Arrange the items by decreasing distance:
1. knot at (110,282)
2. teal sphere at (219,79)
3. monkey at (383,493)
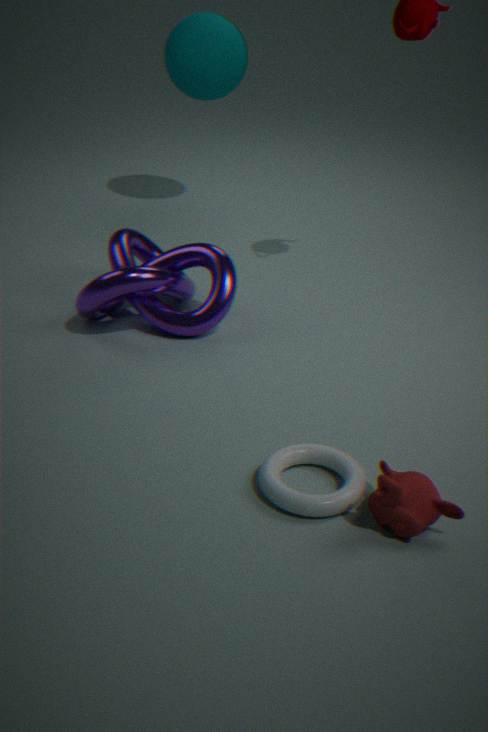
1. teal sphere at (219,79)
2. knot at (110,282)
3. monkey at (383,493)
